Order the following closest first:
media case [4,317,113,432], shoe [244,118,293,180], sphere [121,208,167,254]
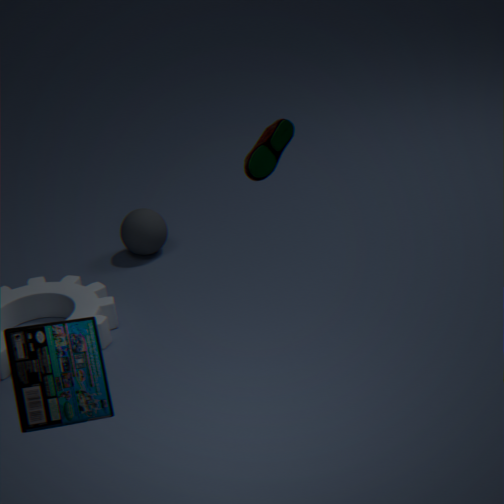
shoe [244,118,293,180]
media case [4,317,113,432]
sphere [121,208,167,254]
